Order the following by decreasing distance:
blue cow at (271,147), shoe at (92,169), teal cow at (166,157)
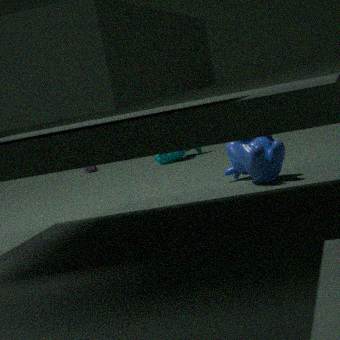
shoe at (92,169), teal cow at (166,157), blue cow at (271,147)
